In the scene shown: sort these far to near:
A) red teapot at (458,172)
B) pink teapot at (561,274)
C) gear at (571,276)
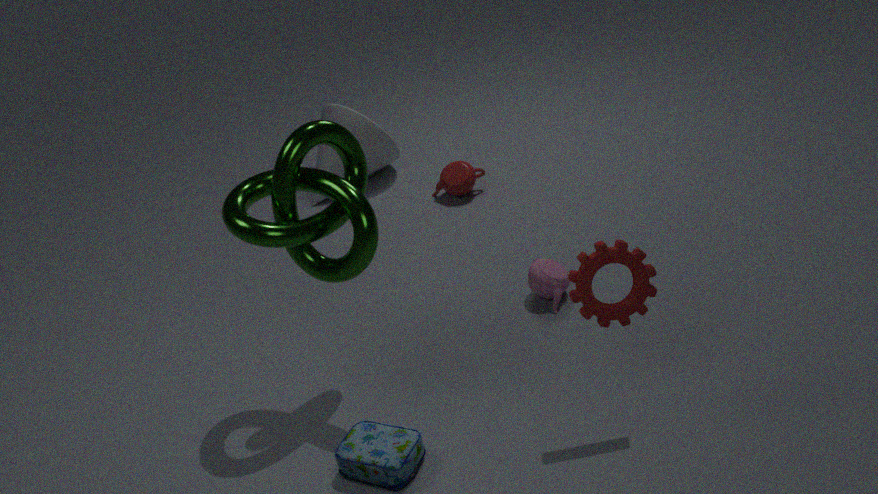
red teapot at (458,172)
pink teapot at (561,274)
gear at (571,276)
